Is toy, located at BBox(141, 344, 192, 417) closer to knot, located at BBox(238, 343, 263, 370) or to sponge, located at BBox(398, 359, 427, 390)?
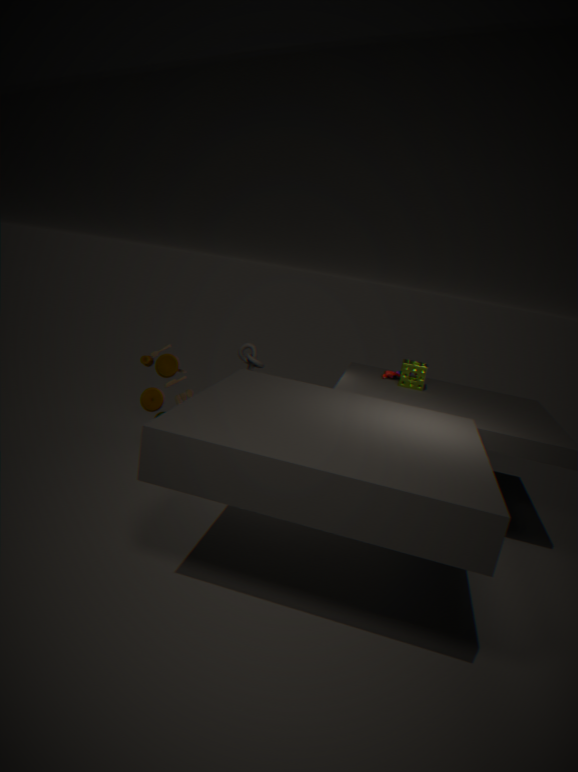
knot, located at BBox(238, 343, 263, 370)
